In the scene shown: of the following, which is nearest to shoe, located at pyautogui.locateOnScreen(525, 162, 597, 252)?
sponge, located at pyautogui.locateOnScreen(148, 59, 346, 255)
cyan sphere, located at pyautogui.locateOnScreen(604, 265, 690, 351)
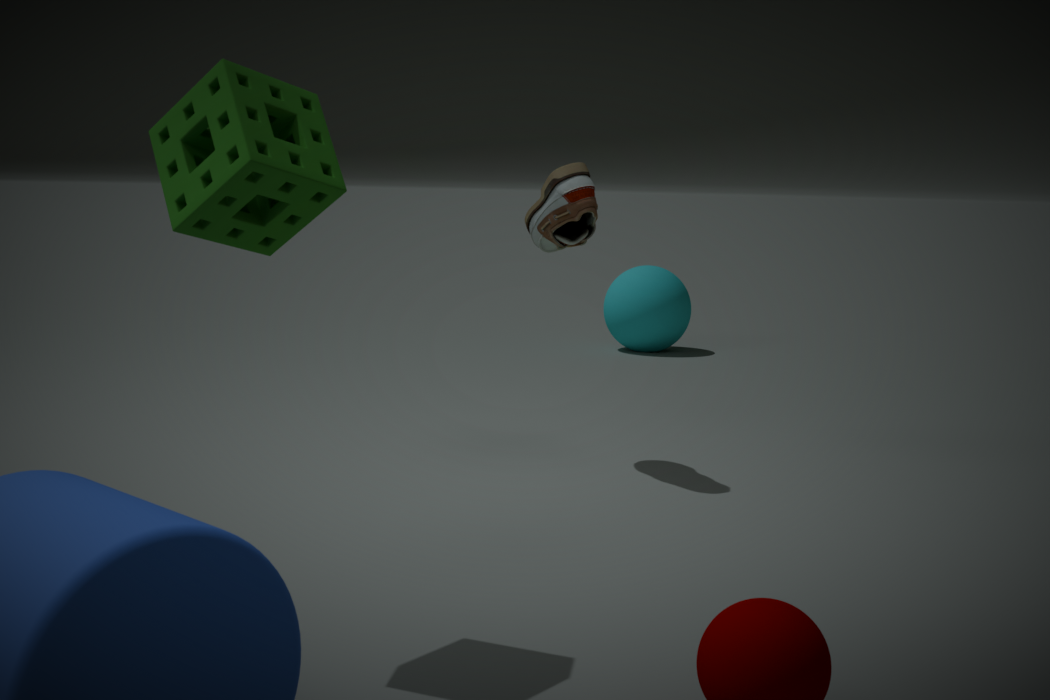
sponge, located at pyautogui.locateOnScreen(148, 59, 346, 255)
